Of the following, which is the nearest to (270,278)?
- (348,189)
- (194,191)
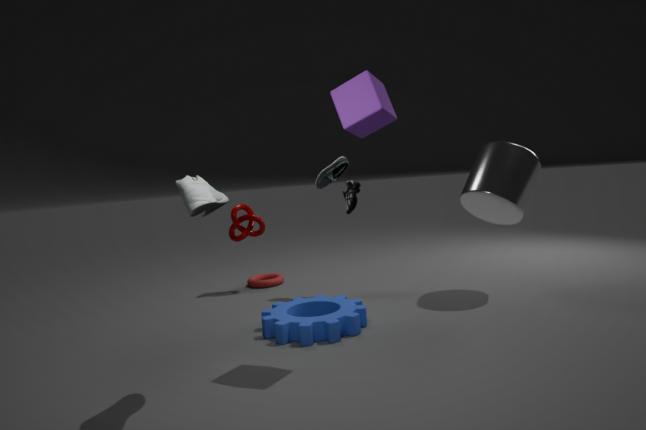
(348,189)
